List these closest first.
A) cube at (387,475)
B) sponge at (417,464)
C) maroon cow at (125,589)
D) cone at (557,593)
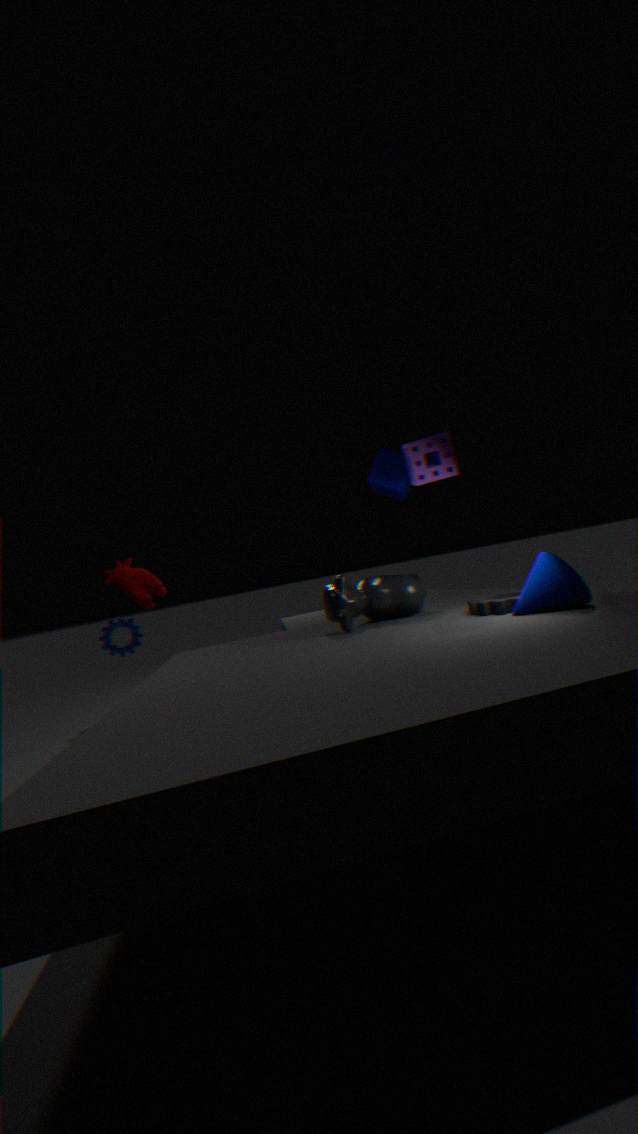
cone at (557,593)
sponge at (417,464)
cube at (387,475)
maroon cow at (125,589)
